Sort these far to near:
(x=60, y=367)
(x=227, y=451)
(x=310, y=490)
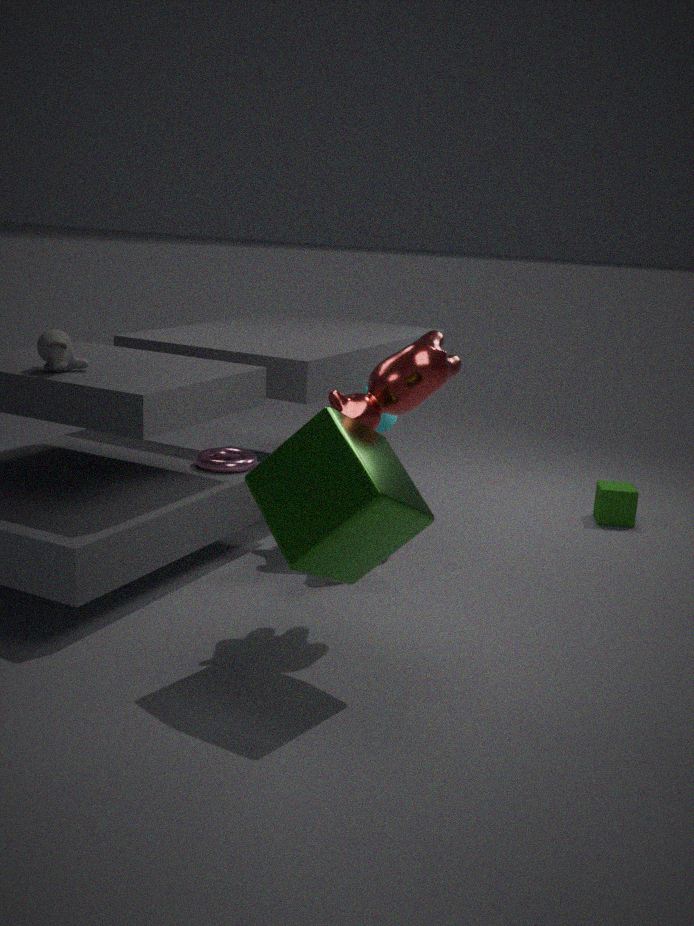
(x=227, y=451) < (x=60, y=367) < (x=310, y=490)
